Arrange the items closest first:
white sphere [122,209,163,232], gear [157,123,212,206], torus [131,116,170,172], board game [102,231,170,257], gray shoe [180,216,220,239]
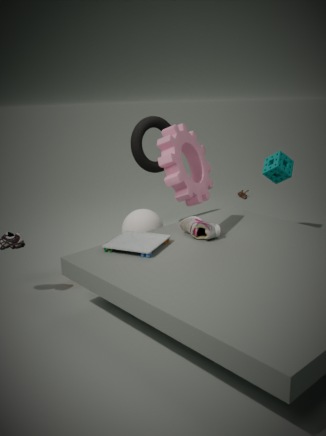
gear [157,123,212,206] < board game [102,231,170,257] < gray shoe [180,216,220,239] < white sphere [122,209,163,232] < torus [131,116,170,172]
